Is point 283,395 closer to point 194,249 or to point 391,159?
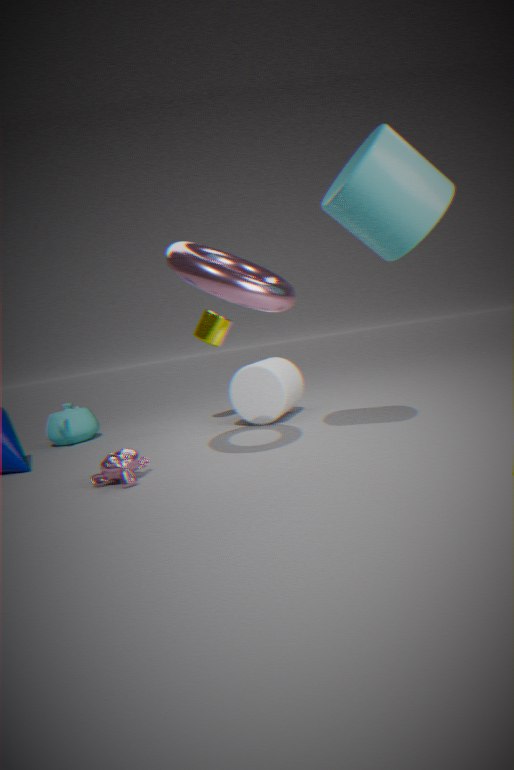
point 194,249
